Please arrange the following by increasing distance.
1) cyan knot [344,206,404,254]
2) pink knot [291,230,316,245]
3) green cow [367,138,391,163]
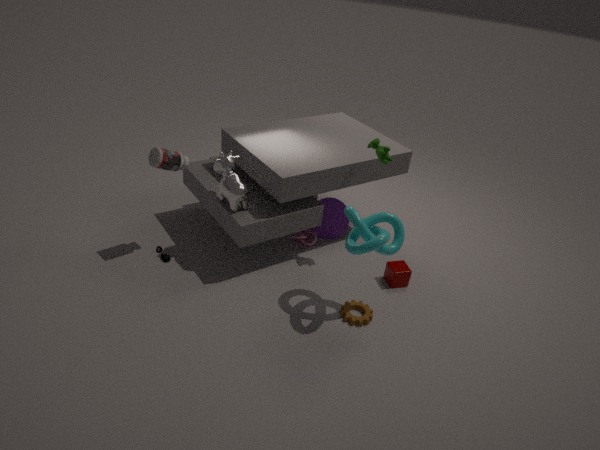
1. cyan knot [344,206,404,254]
3. green cow [367,138,391,163]
2. pink knot [291,230,316,245]
